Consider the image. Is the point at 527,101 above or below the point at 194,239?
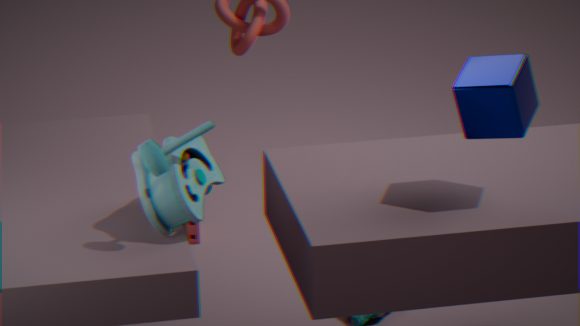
above
